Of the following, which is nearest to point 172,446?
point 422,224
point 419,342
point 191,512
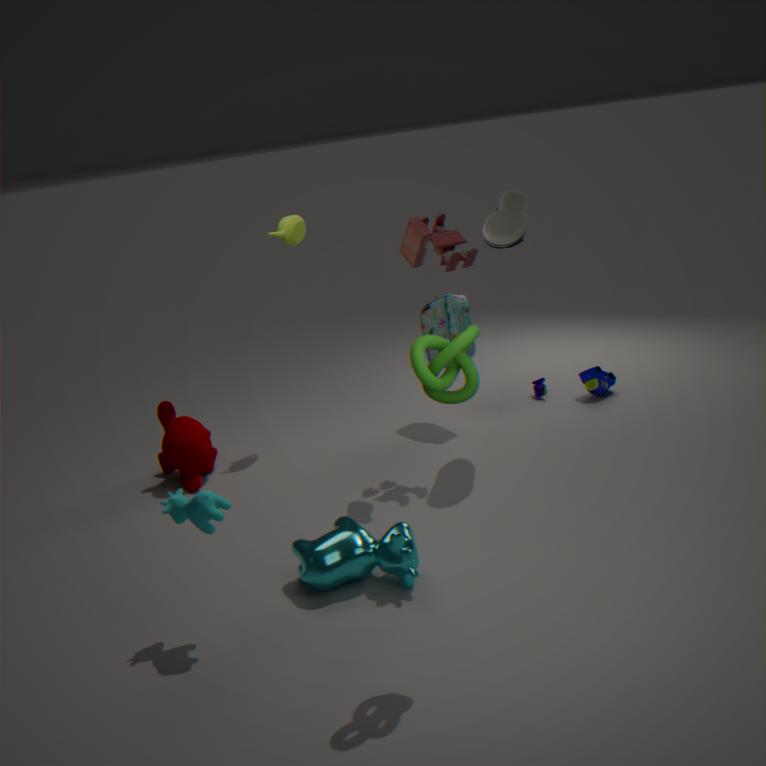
point 191,512
